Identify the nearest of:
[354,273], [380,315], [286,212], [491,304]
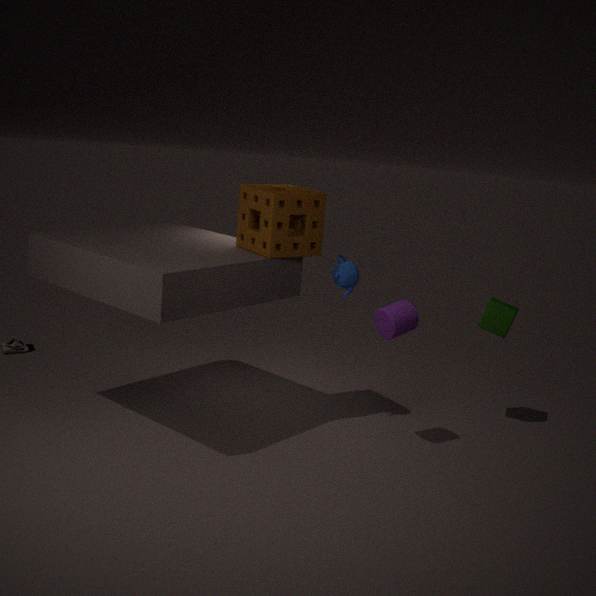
[380,315]
